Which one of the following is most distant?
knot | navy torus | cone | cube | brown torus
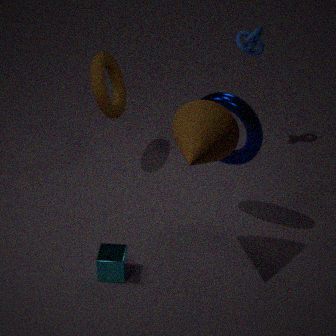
knot
